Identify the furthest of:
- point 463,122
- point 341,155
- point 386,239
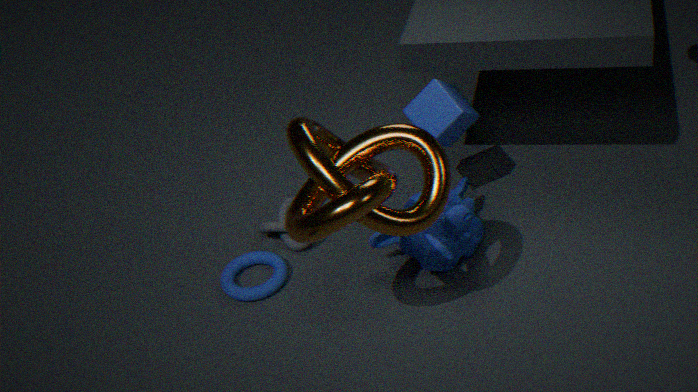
point 386,239
